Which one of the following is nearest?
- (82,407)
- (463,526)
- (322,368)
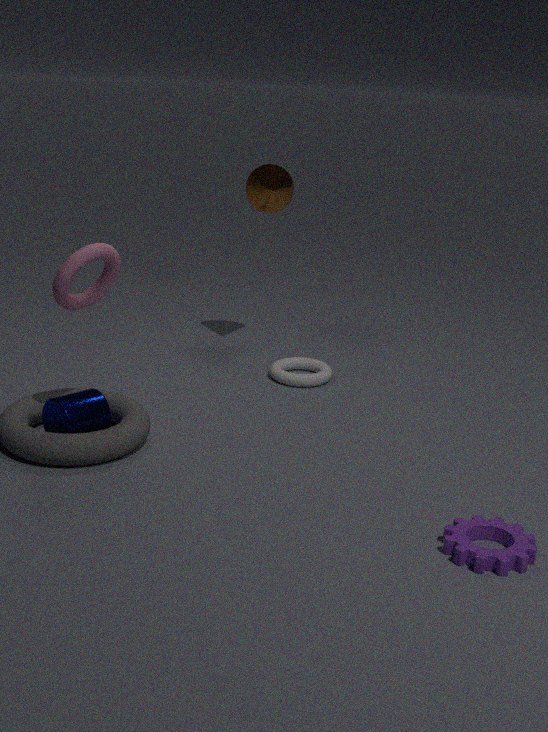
(463,526)
